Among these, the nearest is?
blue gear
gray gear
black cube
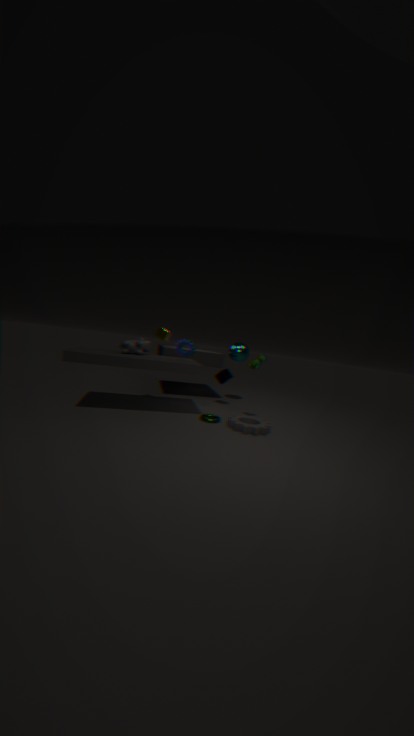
gray gear
